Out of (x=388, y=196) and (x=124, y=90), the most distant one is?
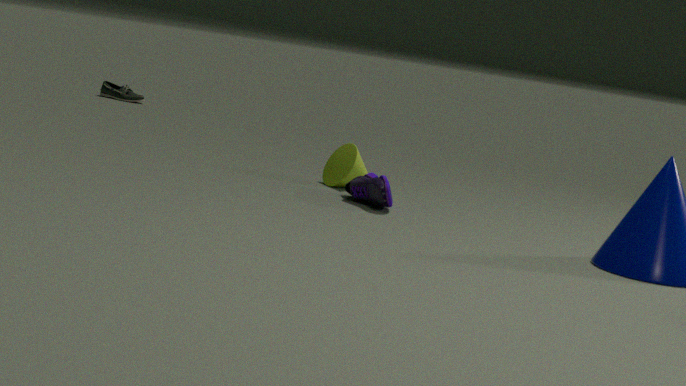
(x=124, y=90)
